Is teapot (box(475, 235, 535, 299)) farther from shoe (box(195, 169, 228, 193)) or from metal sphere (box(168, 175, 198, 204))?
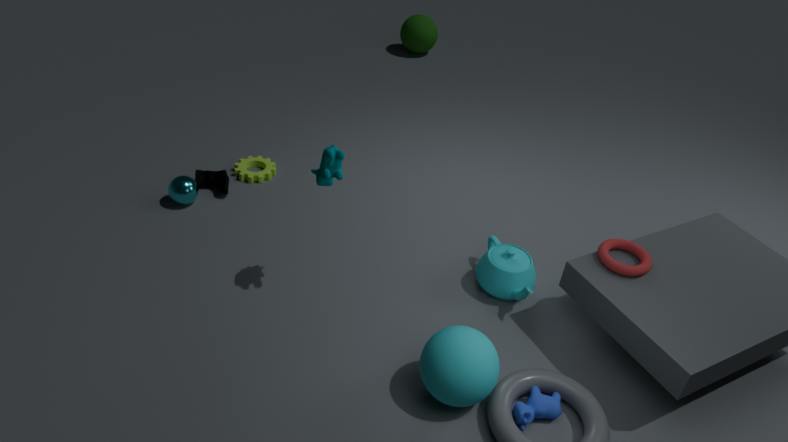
metal sphere (box(168, 175, 198, 204))
